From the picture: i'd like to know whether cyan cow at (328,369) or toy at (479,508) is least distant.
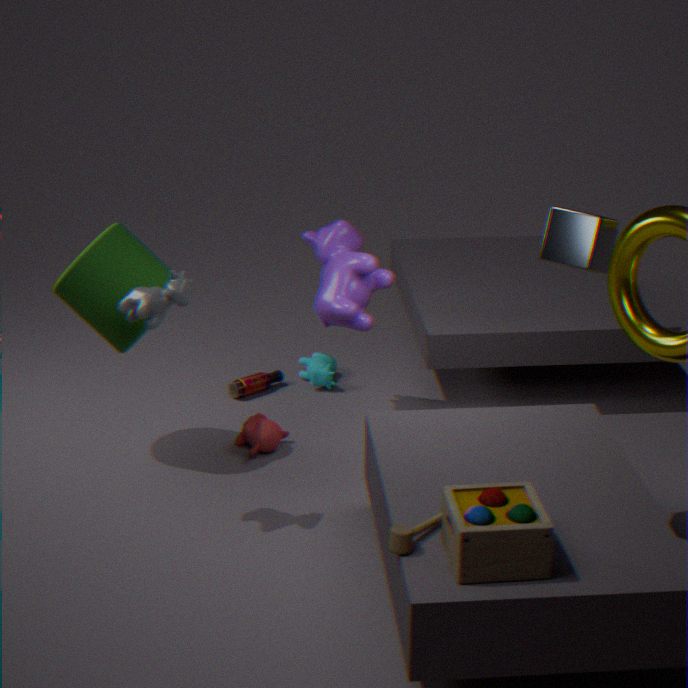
toy at (479,508)
